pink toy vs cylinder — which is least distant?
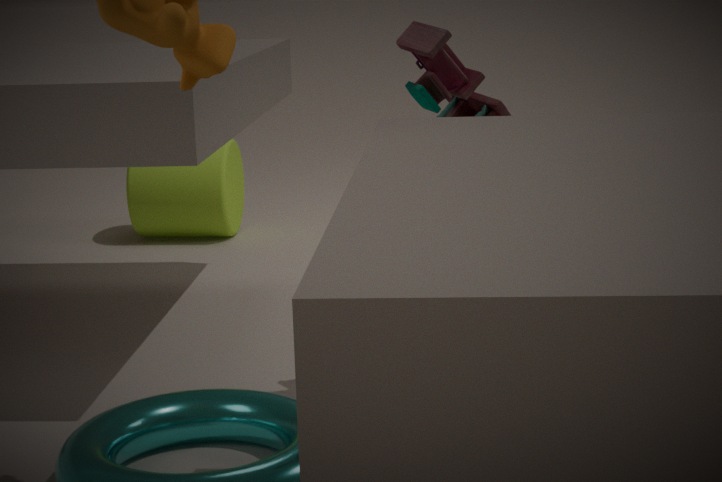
pink toy
